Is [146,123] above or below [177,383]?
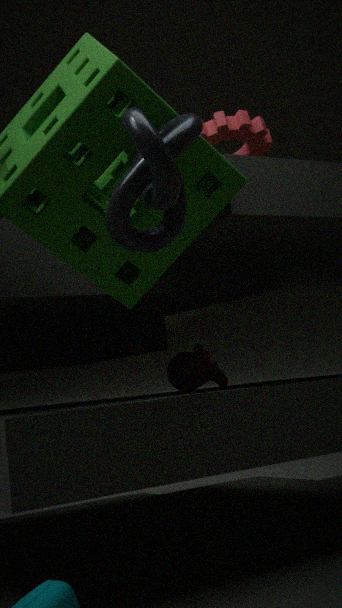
above
